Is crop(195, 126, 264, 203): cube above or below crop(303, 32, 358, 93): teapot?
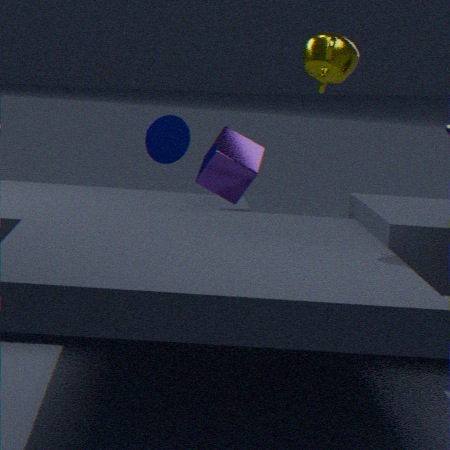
below
